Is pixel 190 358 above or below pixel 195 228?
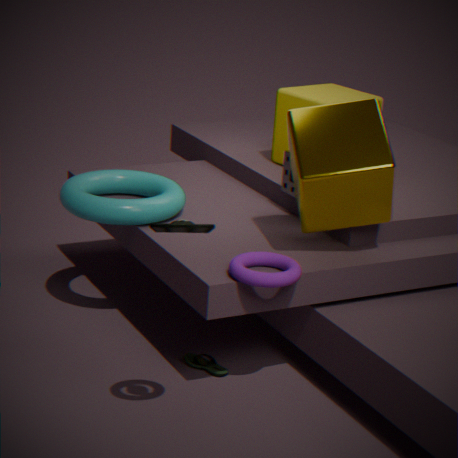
below
